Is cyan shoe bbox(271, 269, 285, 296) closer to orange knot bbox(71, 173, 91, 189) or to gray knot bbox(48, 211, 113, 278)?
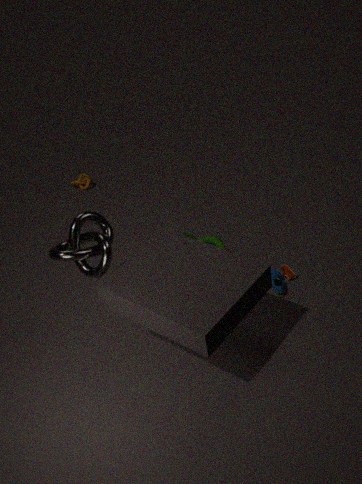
gray knot bbox(48, 211, 113, 278)
